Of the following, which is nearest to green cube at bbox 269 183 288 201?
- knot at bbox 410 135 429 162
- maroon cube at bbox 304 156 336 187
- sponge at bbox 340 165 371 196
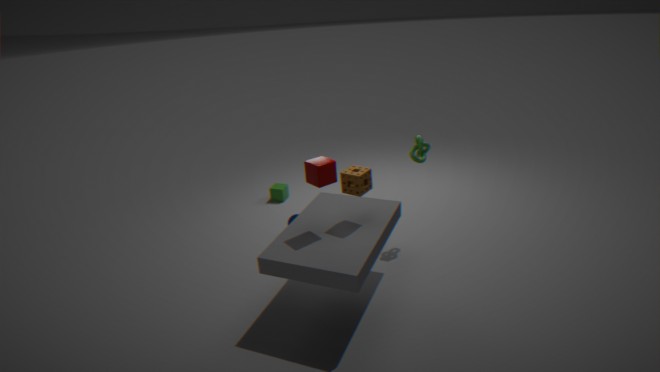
knot at bbox 410 135 429 162
